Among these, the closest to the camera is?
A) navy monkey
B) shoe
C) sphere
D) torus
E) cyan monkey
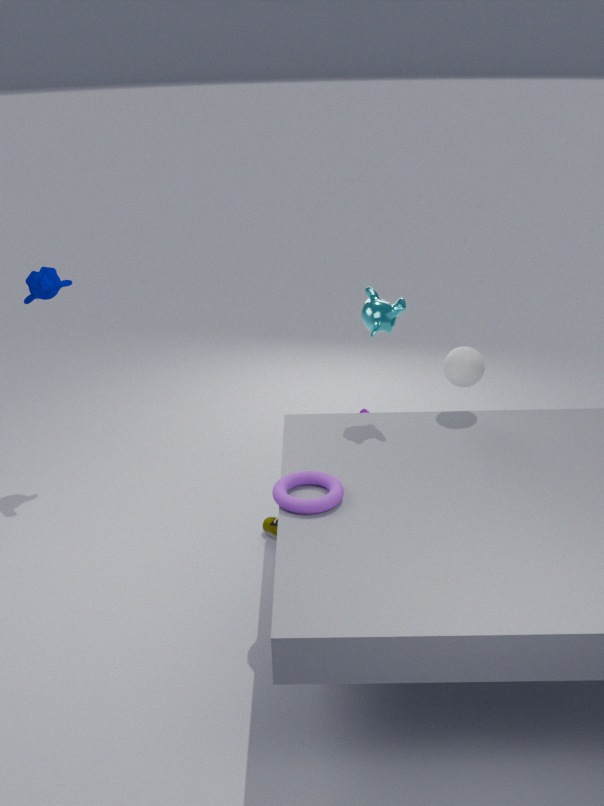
torus
